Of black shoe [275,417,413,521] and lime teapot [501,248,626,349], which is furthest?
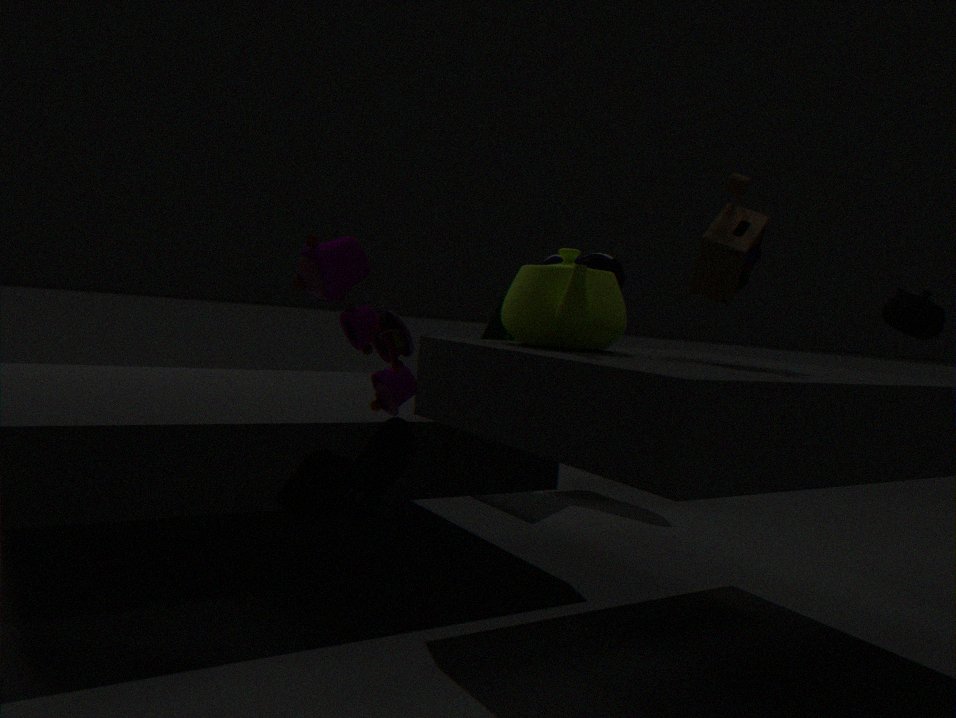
lime teapot [501,248,626,349]
